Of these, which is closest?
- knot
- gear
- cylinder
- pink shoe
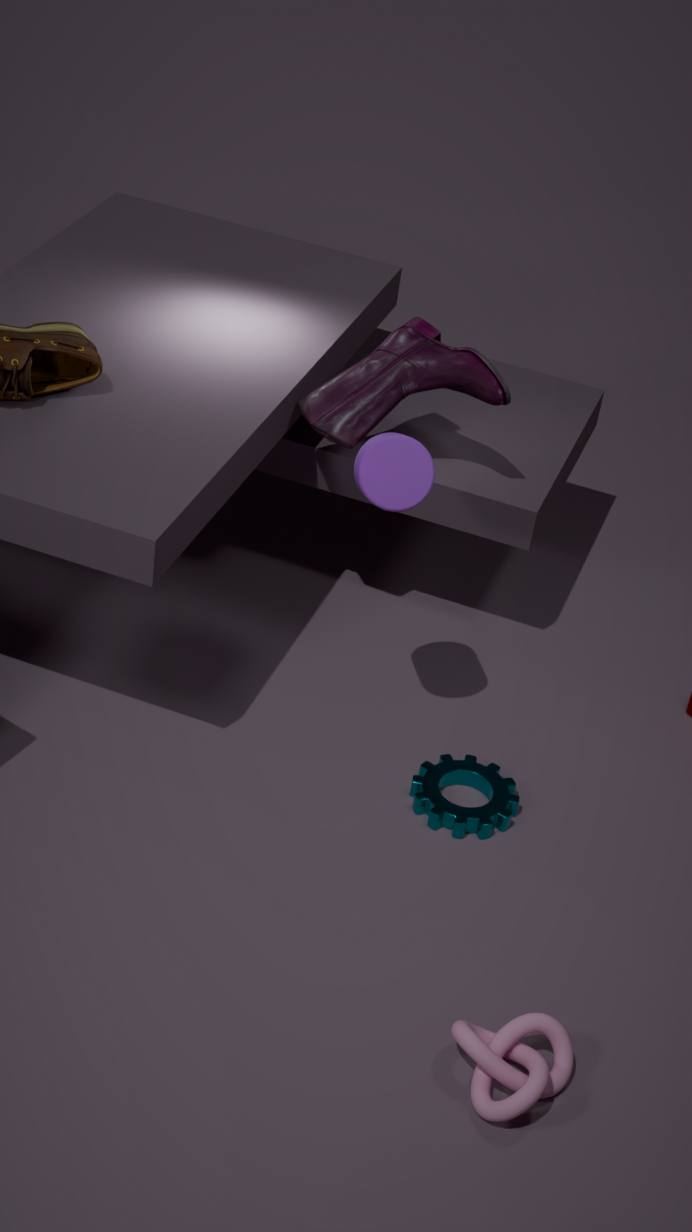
knot
